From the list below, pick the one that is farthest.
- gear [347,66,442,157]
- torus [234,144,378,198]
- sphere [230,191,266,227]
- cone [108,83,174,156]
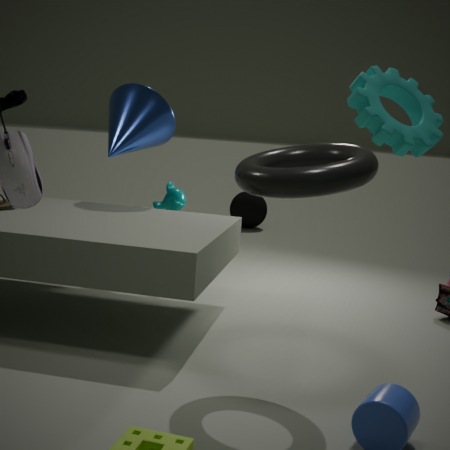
sphere [230,191,266,227]
